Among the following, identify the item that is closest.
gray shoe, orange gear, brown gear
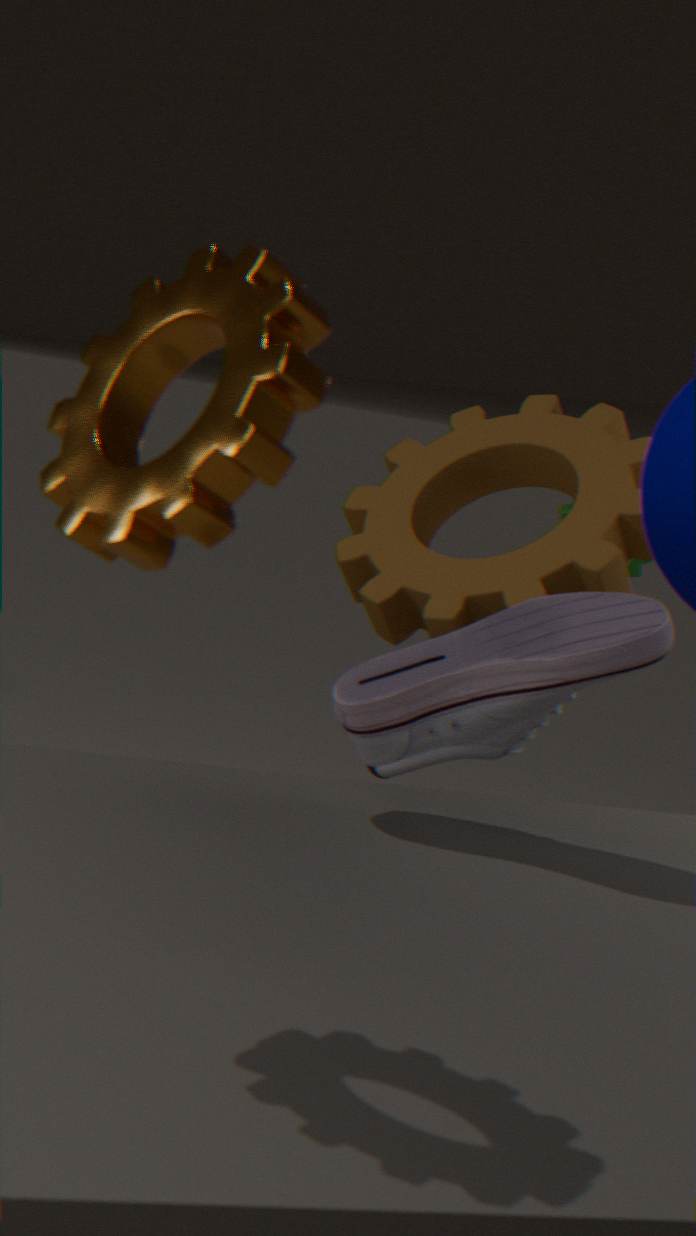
orange gear
